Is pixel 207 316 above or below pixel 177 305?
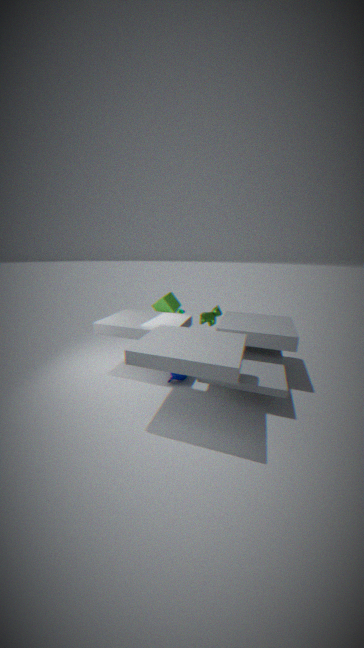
below
